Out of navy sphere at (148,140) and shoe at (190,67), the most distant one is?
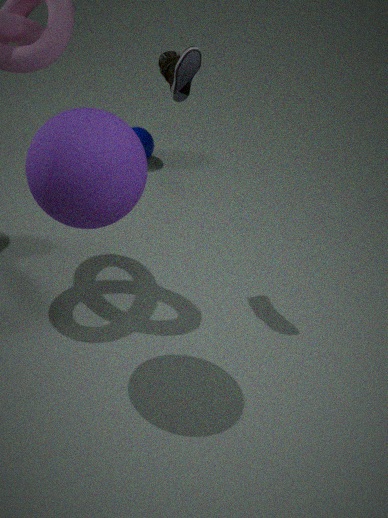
navy sphere at (148,140)
